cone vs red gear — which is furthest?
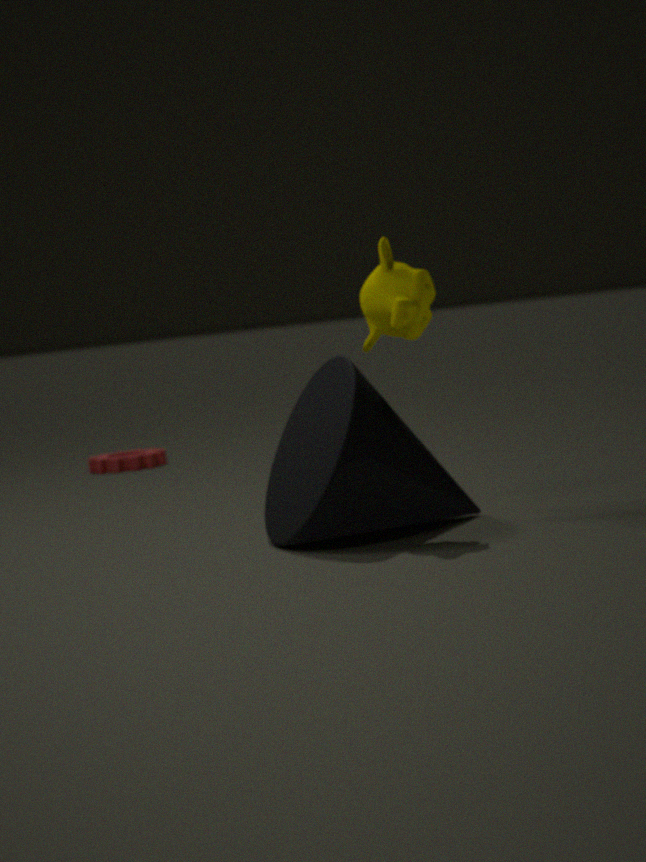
red gear
